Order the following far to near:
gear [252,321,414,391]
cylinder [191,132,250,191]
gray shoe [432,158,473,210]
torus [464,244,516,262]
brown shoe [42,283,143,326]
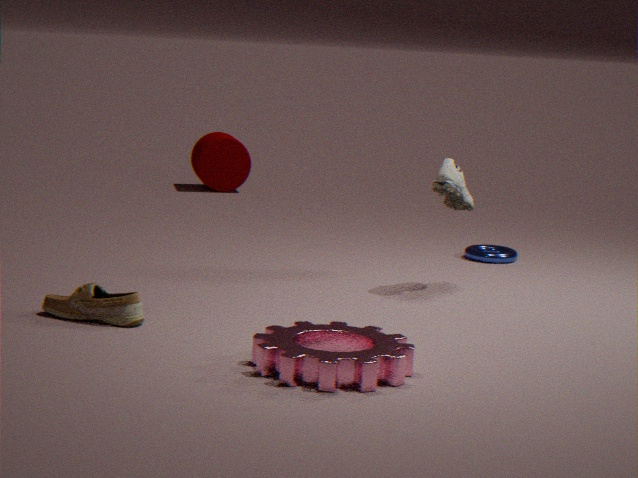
1. cylinder [191,132,250,191]
2. torus [464,244,516,262]
3. gray shoe [432,158,473,210]
4. brown shoe [42,283,143,326]
5. gear [252,321,414,391]
